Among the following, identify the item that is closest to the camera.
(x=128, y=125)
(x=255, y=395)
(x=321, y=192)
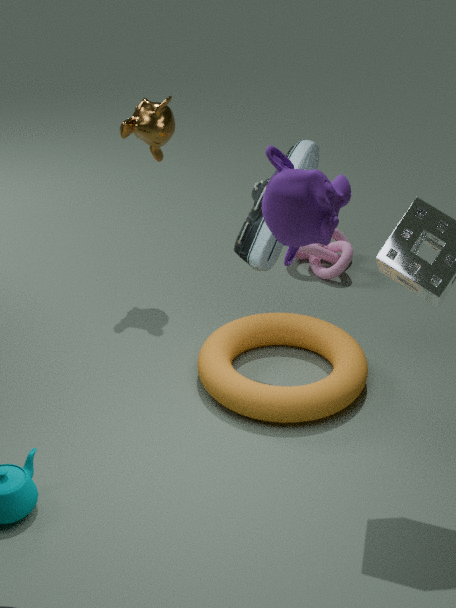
(x=321, y=192)
